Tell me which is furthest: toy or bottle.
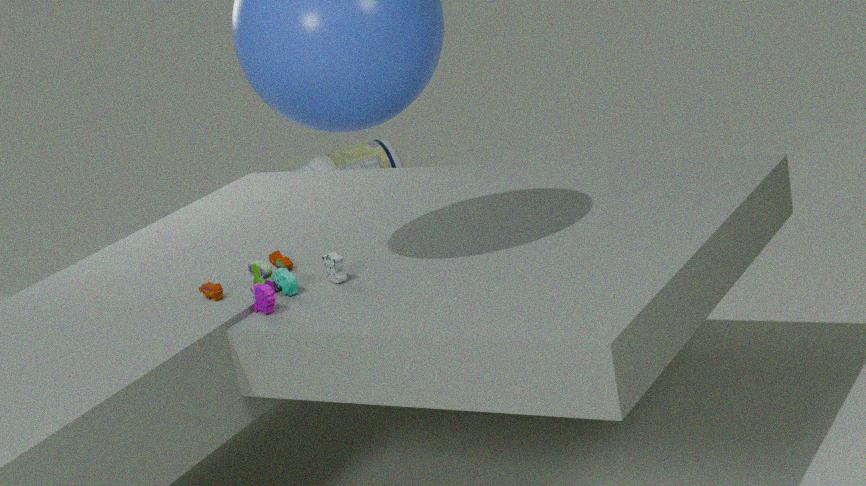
bottle
